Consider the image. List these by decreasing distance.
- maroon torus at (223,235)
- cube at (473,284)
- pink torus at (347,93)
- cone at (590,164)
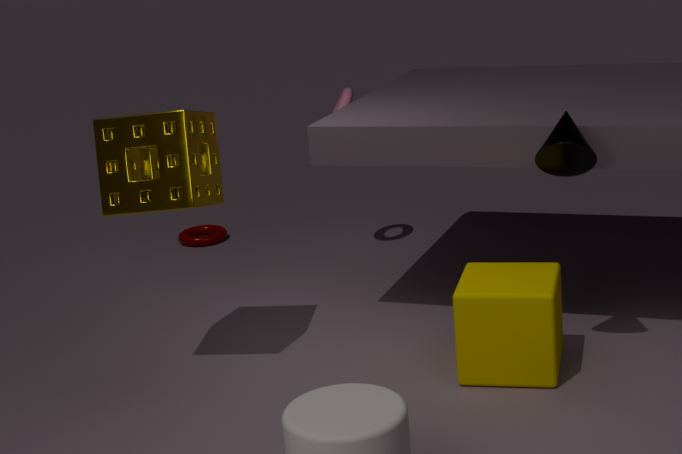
maroon torus at (223,235), pink torus at (347,93), cube at (473,284), cone at (590,164)
